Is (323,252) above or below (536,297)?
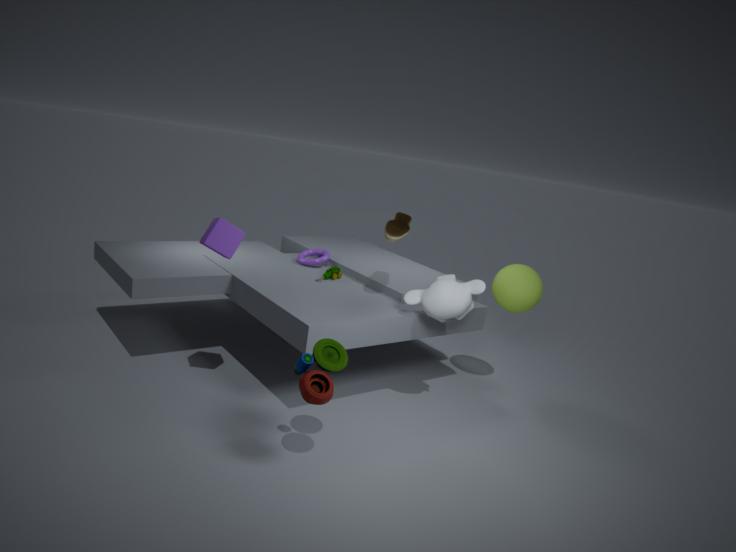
below
